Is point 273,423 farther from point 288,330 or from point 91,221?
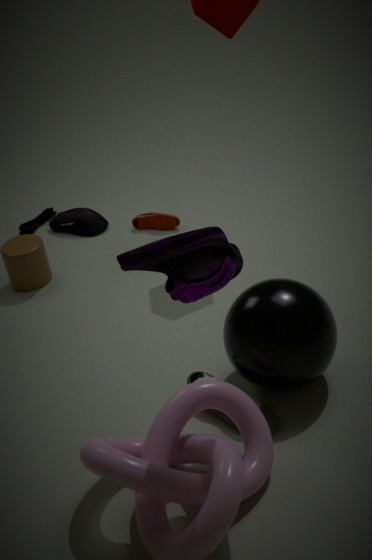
point 91,221
